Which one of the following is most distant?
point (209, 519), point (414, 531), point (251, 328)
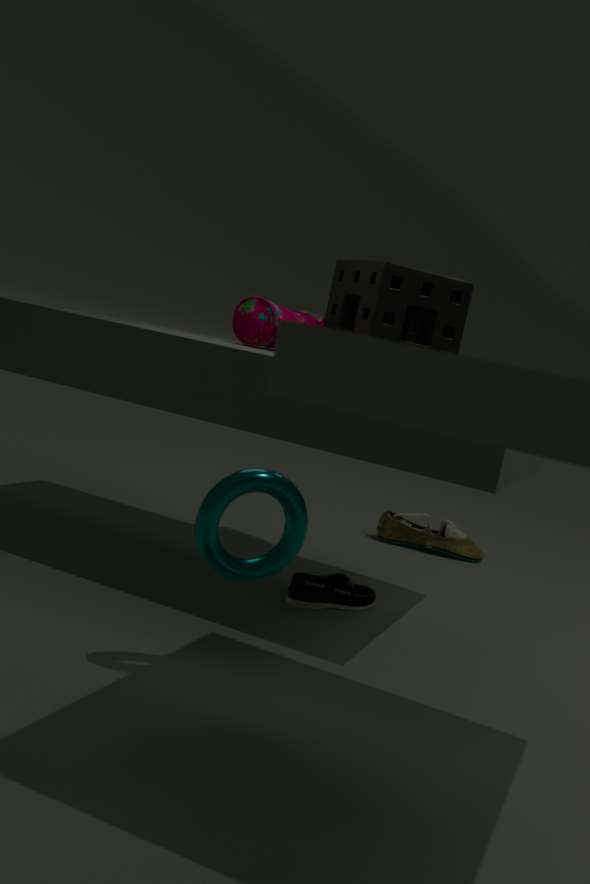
point (414, 531)
